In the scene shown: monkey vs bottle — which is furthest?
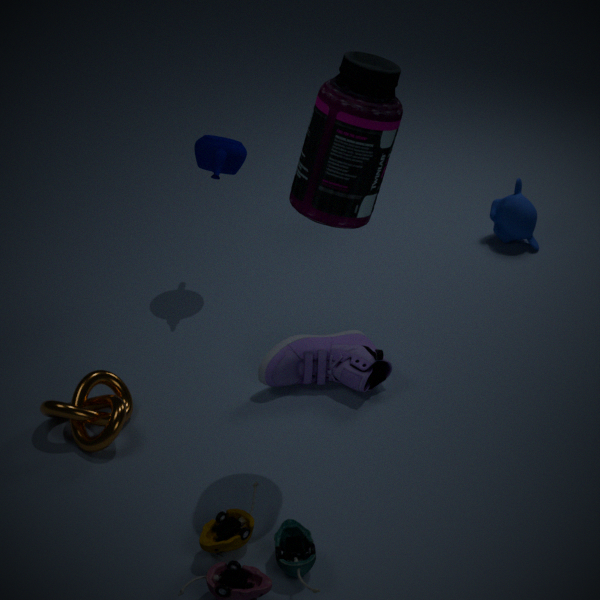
monkey
